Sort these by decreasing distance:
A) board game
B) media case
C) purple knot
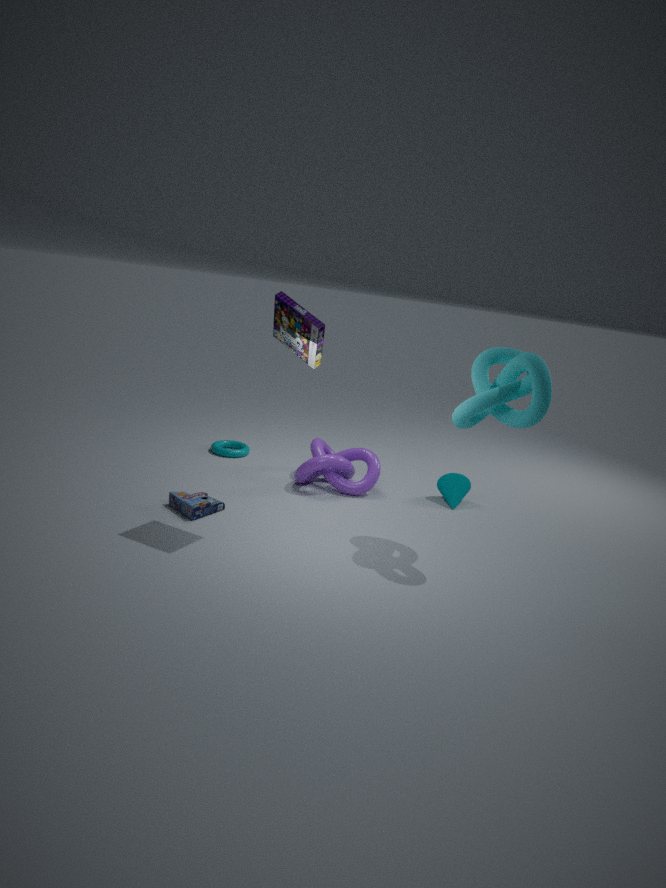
purple knot < board game < media case
